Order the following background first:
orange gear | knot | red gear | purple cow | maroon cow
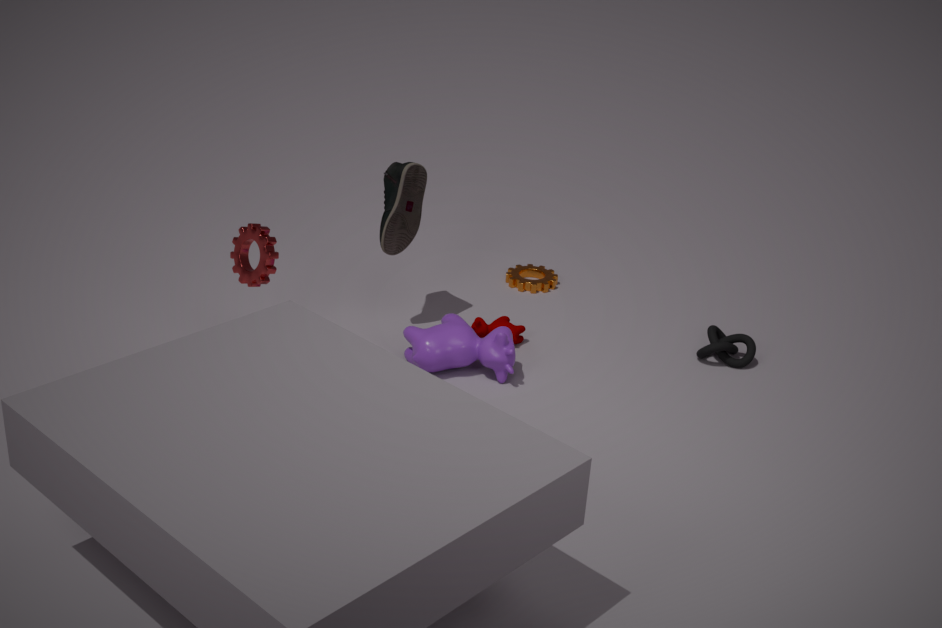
orange gear < maroon cow < knot < purple cow < red gear
